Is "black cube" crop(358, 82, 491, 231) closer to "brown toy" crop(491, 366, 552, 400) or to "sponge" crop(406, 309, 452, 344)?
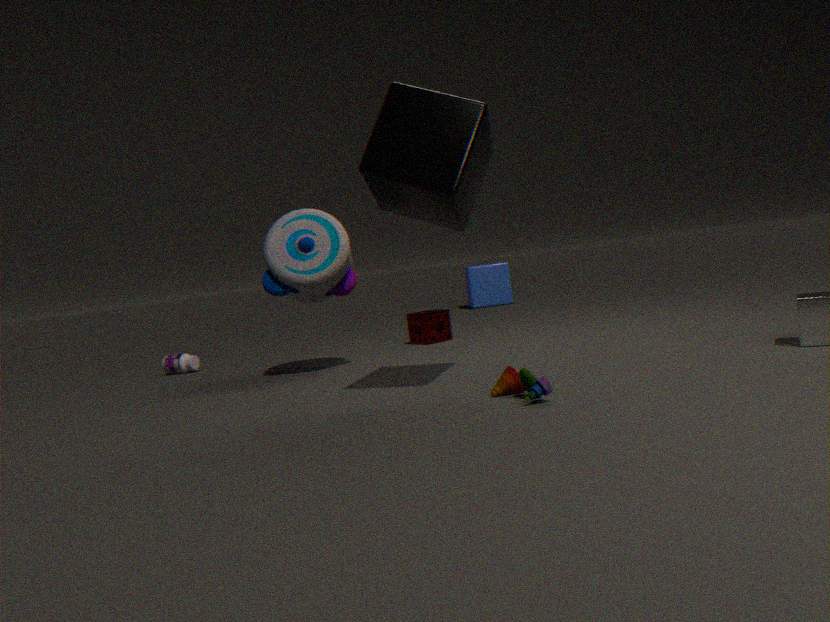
"brown toy" crop(491, 366, 552, 400)
